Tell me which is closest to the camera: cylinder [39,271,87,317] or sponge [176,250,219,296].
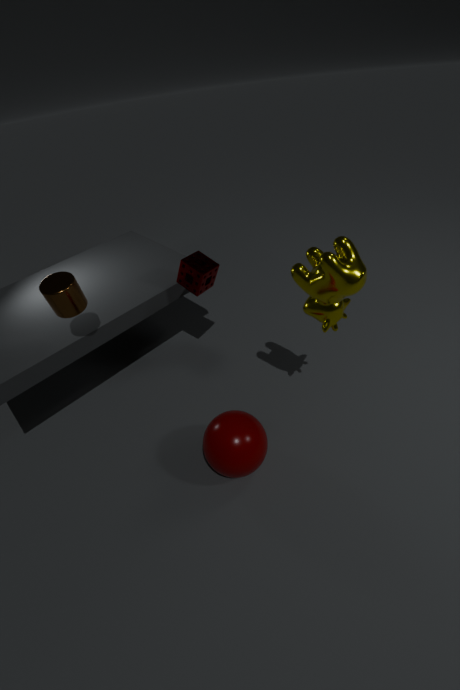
cylinder [39,271,87,317]
